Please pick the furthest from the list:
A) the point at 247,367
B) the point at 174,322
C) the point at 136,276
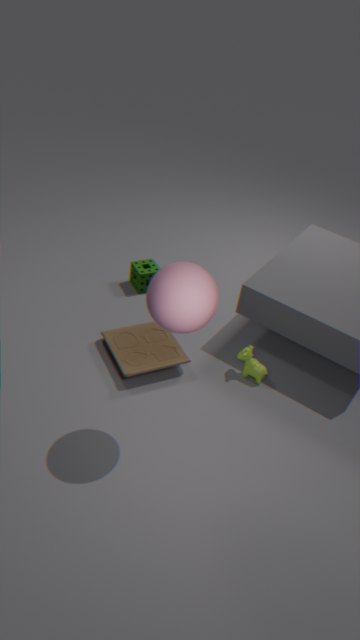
the point at 136,276
